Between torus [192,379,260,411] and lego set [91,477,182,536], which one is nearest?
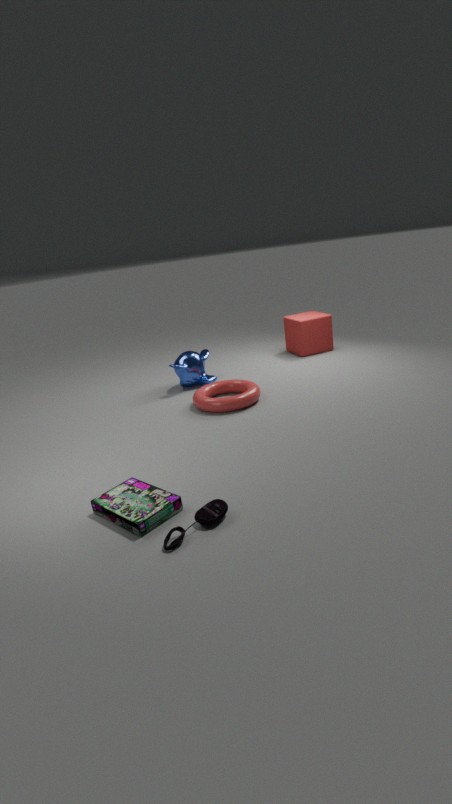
lego set [91,477,182,536]
